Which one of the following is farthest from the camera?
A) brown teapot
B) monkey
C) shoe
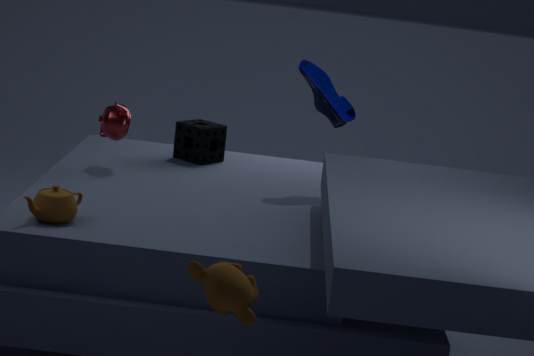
shoe
